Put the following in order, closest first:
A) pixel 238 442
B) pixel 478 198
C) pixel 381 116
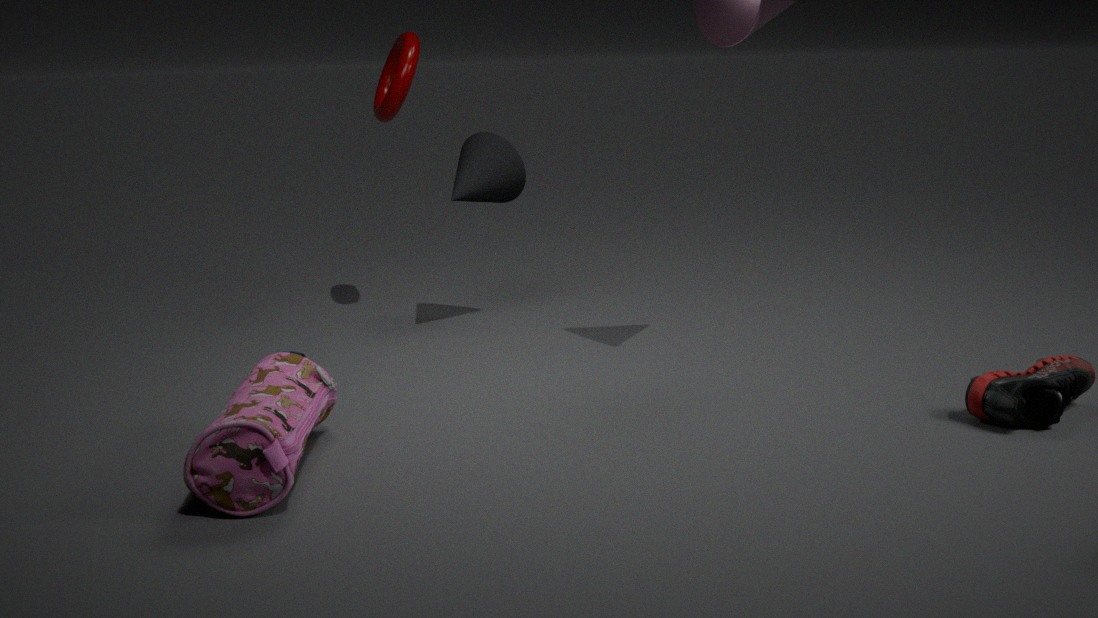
1. pixel 238 442
2. pixel 478 198
3. pixel 381 116
